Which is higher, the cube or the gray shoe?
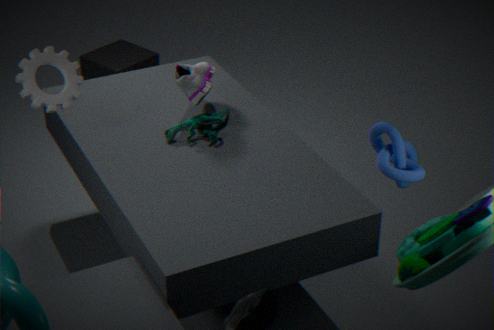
the gray shoe
